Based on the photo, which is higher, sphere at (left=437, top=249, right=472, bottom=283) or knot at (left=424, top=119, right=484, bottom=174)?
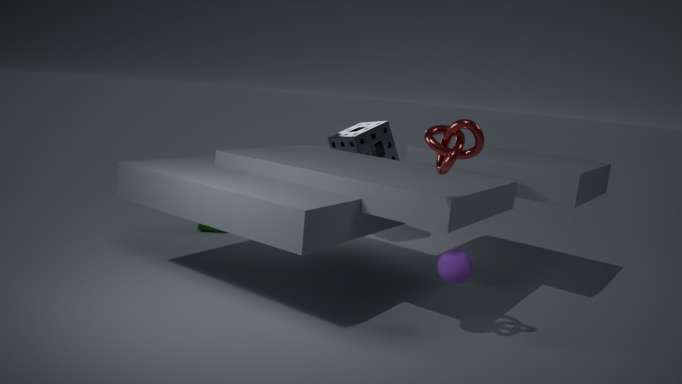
knot at (left=424, top=119, right=484, bottom=174)
